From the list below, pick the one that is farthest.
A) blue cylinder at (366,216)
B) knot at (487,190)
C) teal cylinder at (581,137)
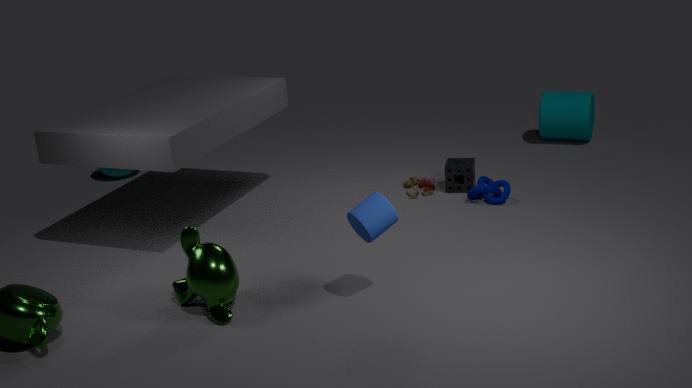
teal cylinder at (581,137)
